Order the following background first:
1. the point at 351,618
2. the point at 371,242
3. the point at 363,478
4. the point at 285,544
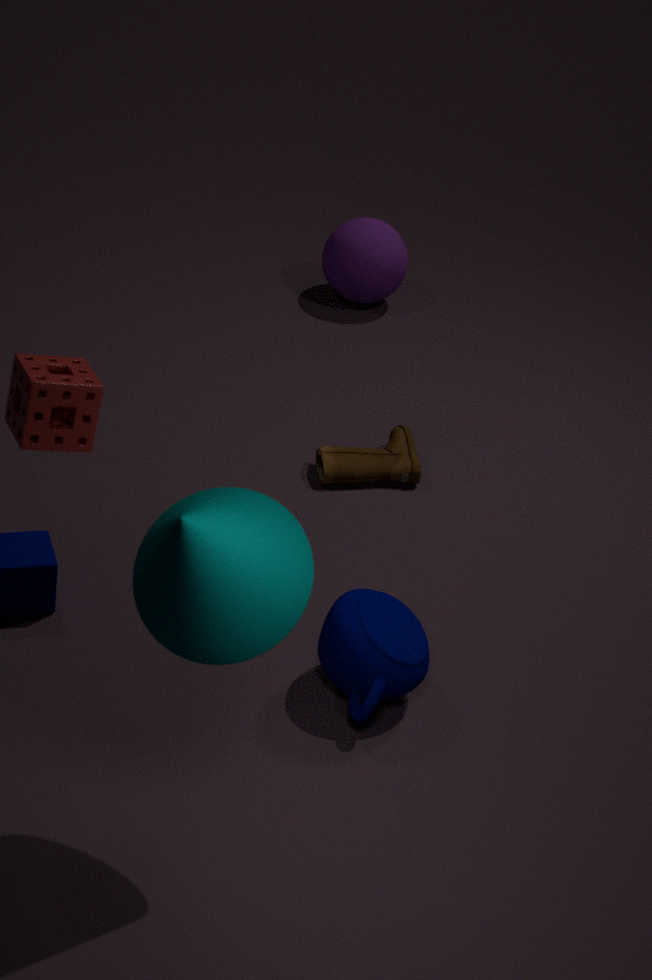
the point at 371,242 < the point at 363,478 < the point at 351,618 < the point at 285,544
